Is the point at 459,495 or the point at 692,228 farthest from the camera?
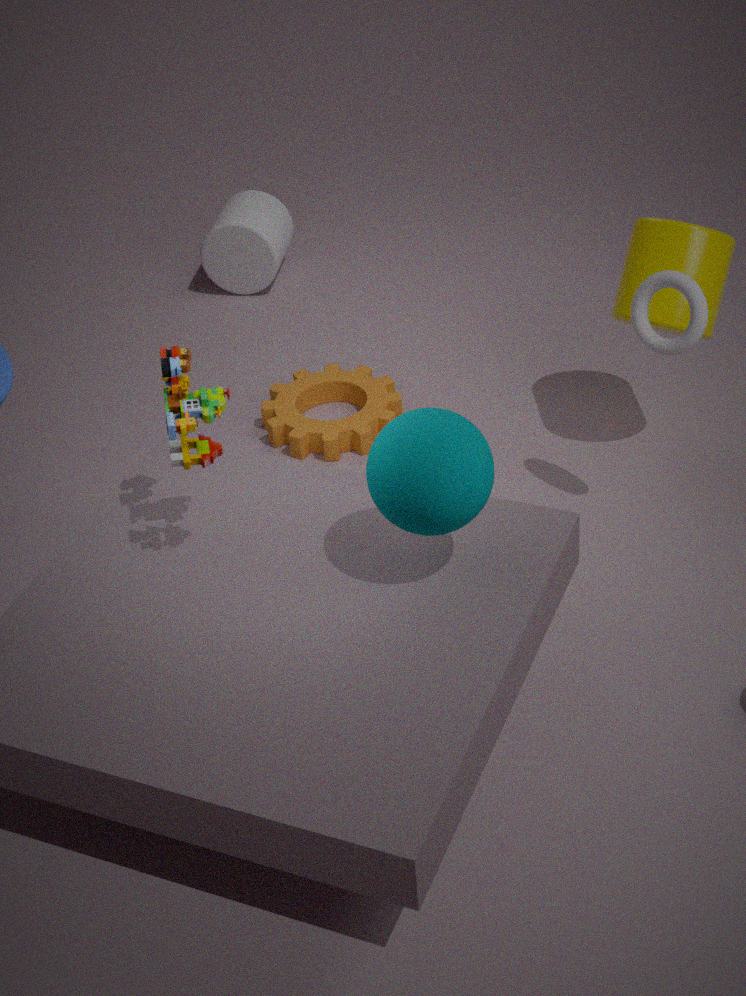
the point at 692,228
